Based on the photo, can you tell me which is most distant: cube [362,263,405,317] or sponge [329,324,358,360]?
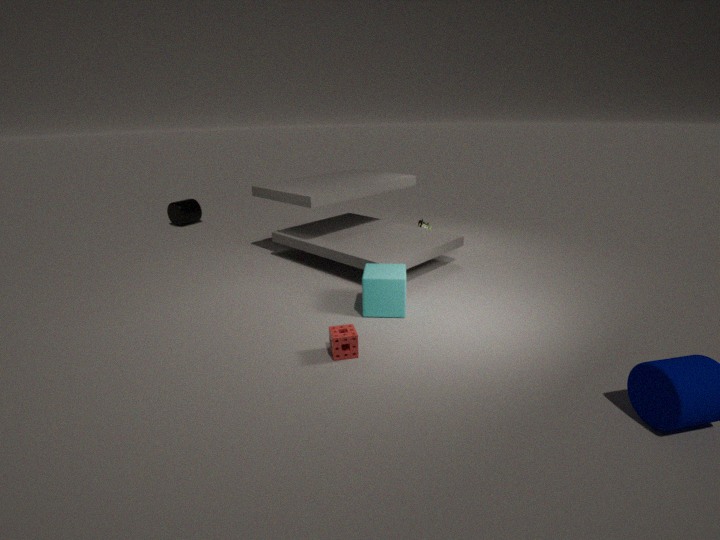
cube [362,263,405,317]
